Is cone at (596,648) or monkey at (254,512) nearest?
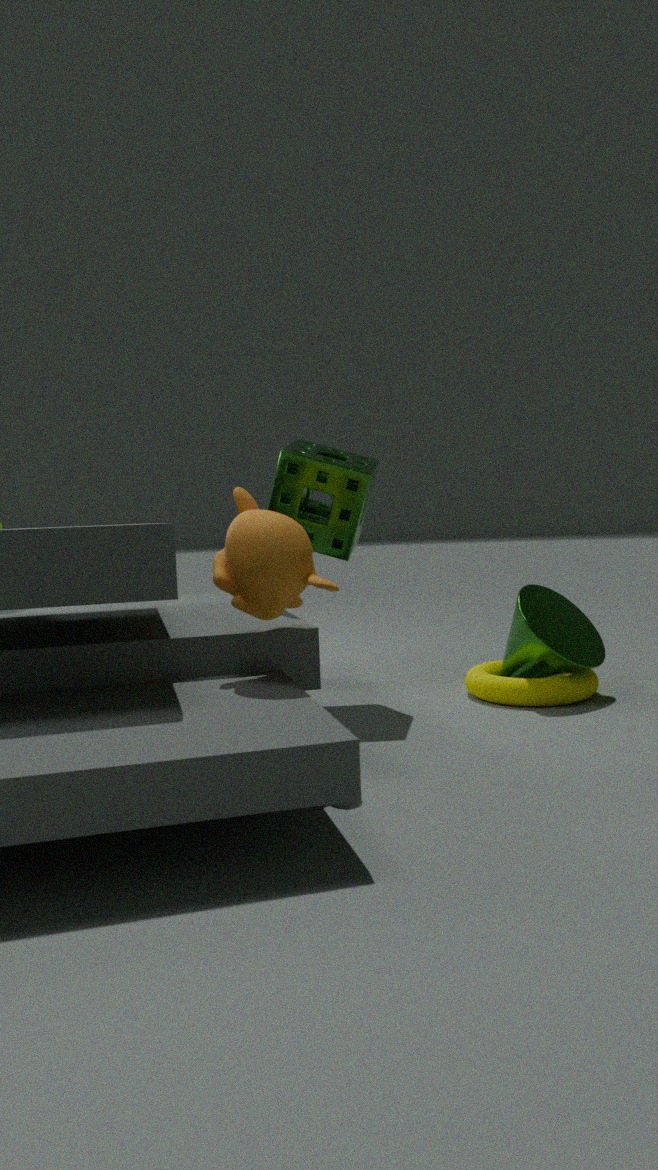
monkey at (254,512)
